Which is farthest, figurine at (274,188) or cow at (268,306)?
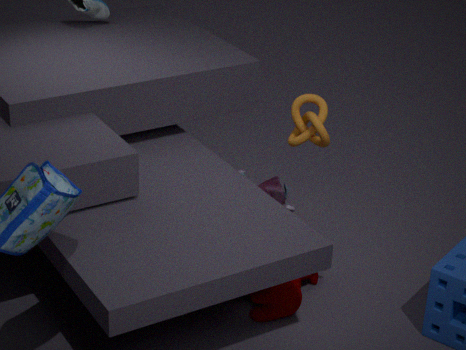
figurine at (274,188)
